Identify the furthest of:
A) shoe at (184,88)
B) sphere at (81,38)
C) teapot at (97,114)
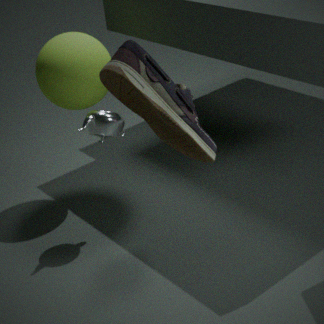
sphere at (81,38)
